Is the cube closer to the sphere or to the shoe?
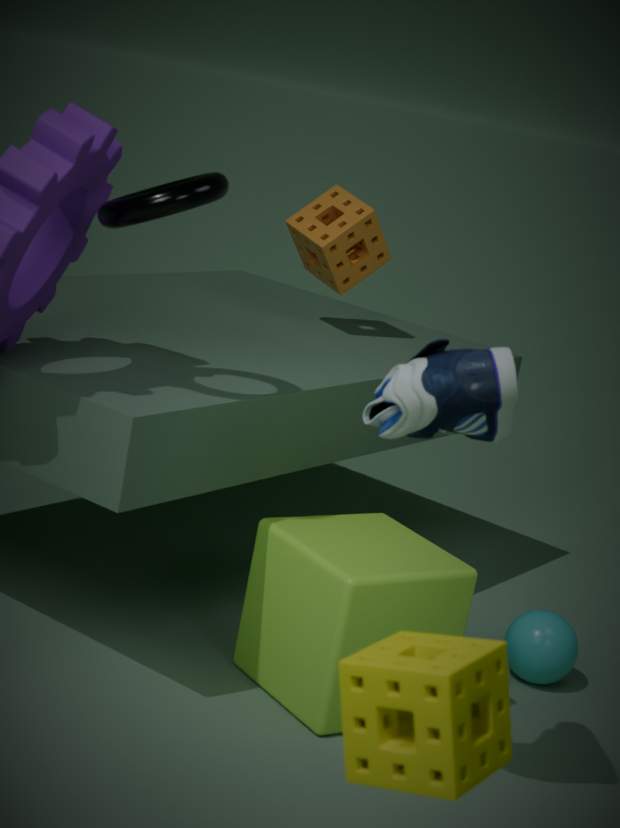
the sphere
